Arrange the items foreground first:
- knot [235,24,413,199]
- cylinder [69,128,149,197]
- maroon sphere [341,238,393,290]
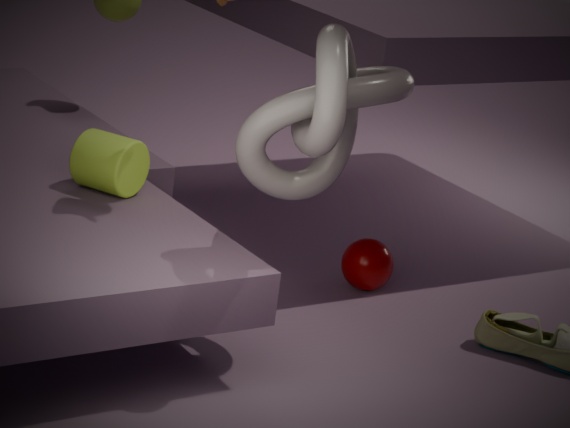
knot [235,24,413,199], cylinder [69,128,149,197], maroon sphere [341,238,393,290]
